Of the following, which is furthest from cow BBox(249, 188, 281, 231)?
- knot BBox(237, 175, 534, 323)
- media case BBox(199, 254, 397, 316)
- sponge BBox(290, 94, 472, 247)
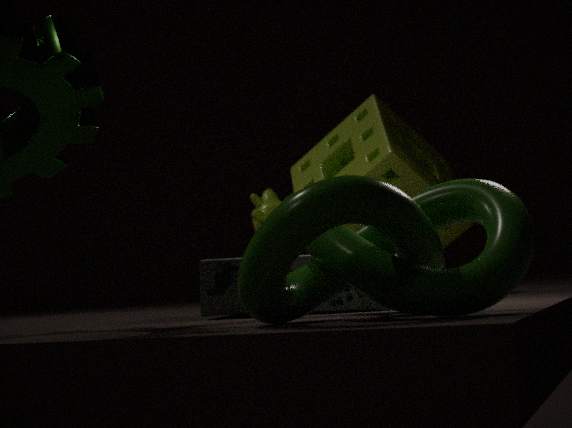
knot BBox(237, 175, 534, 323)
